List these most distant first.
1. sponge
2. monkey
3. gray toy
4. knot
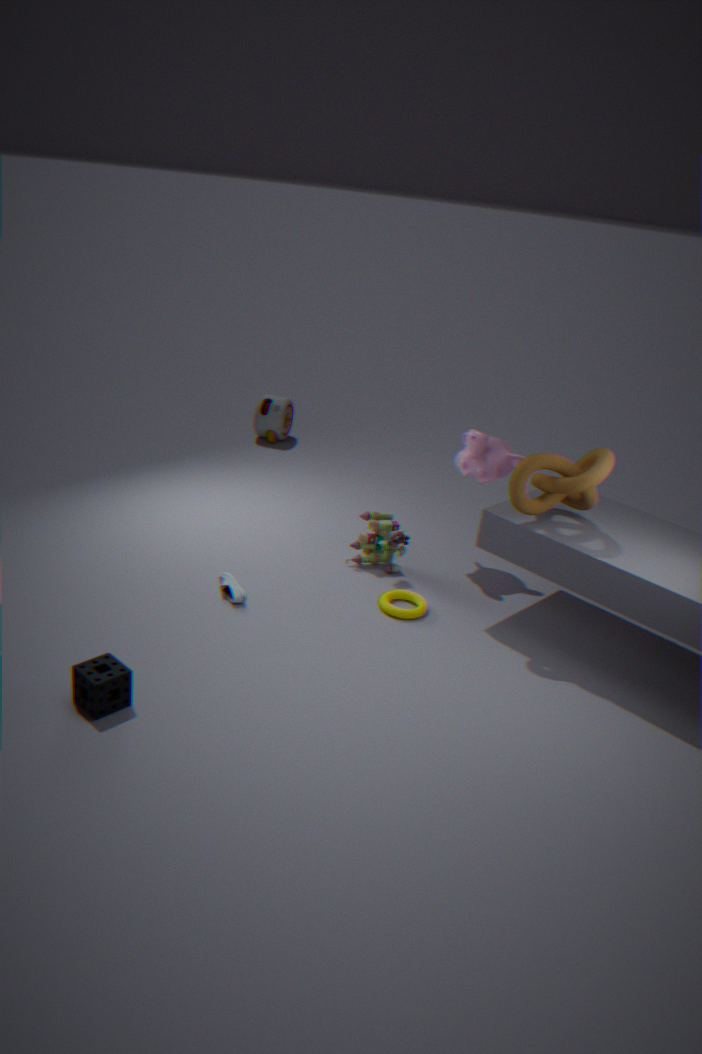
gray toy, monkey, knot, sponge
